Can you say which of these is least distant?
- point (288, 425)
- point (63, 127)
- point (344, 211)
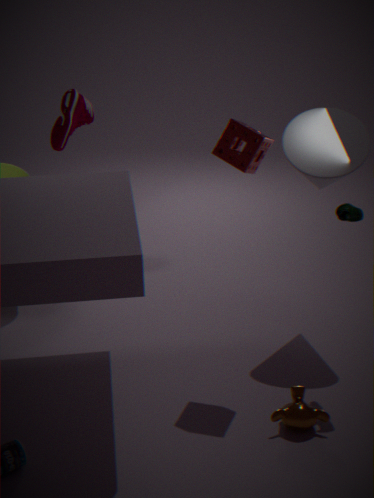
point (288, 425)
